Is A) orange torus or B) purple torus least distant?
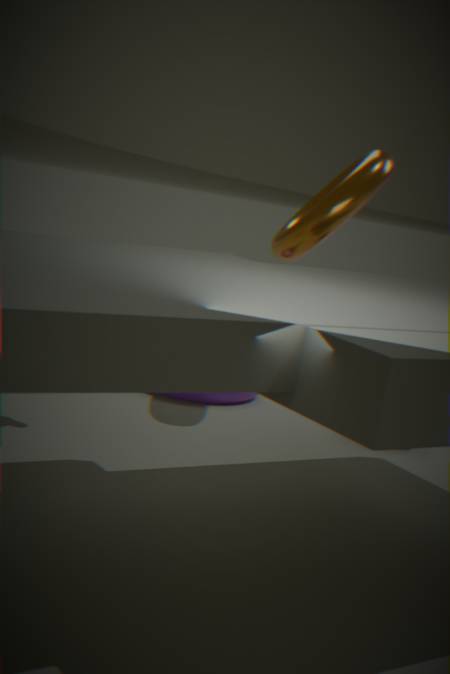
A. orange torus
